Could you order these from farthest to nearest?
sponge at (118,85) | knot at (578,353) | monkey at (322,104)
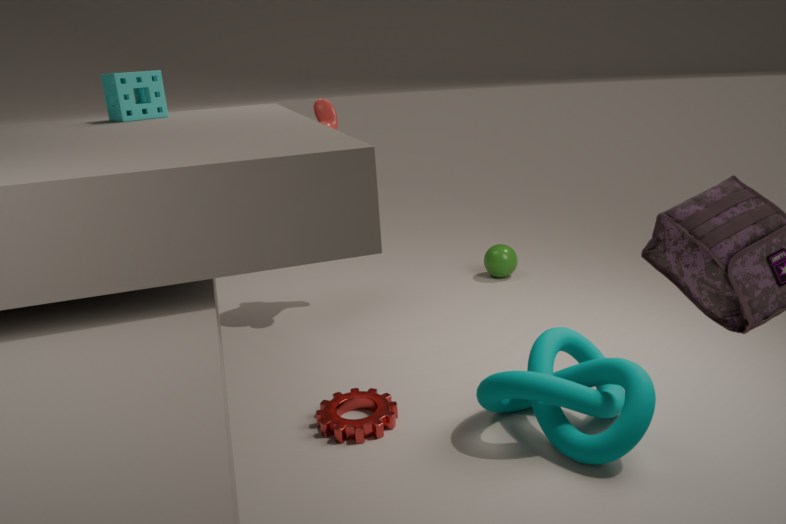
1. monkey at (322,104)
2. sponge at (118,85)
3. knot at (578,353)
